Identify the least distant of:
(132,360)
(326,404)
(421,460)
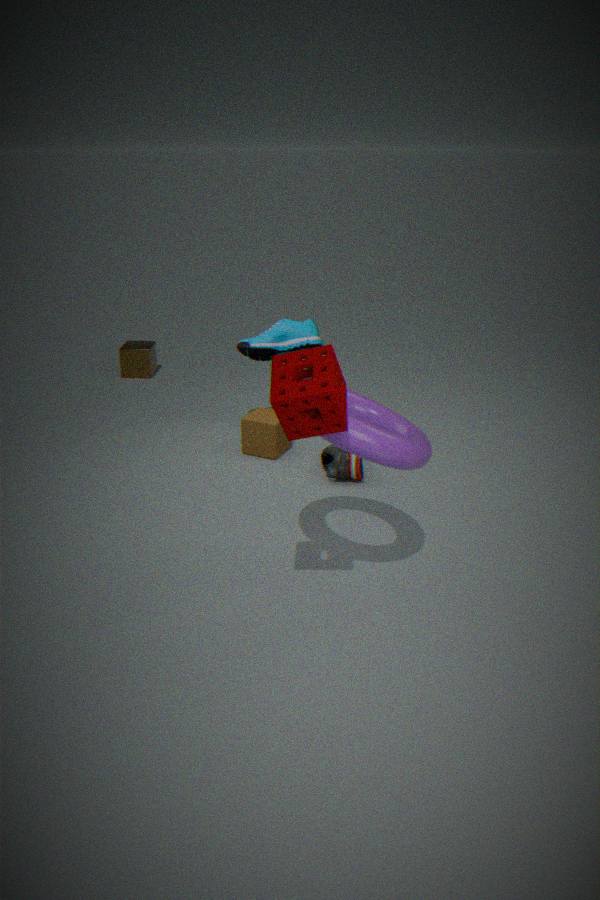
(326,404)
